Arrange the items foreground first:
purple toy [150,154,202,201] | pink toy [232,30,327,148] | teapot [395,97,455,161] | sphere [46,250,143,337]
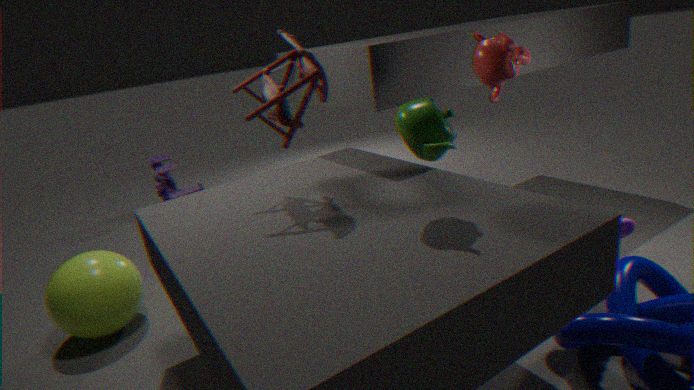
→ teapot [395,97,455,161]
pink toy [232,30,327,148]
sphere [46,250,143,337]
purple toy [150,154,202,201]
